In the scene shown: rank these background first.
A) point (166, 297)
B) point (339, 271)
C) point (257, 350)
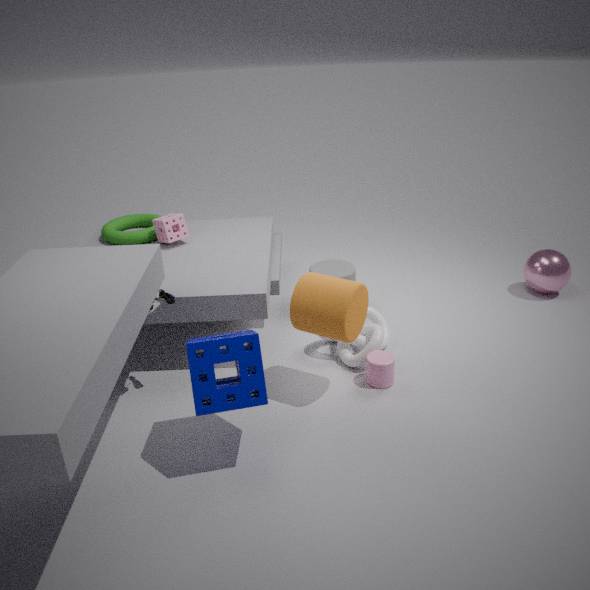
point (339, 271) → point (166, 297) → point (257, 350)
